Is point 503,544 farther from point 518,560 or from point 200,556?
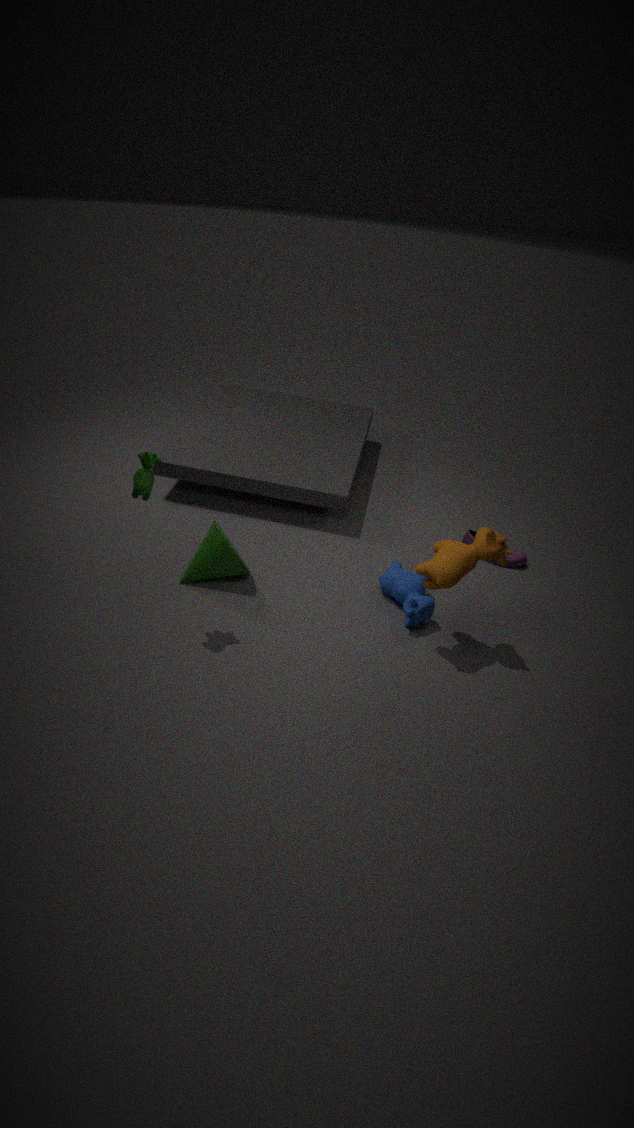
point 200,556
